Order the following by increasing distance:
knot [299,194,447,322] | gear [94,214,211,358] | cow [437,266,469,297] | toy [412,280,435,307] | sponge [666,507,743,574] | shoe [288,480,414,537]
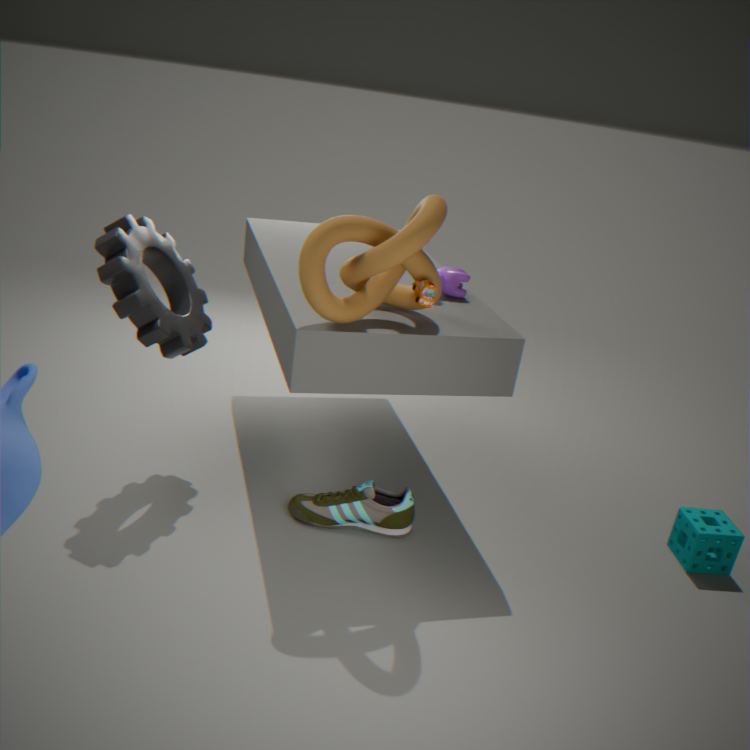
knot [299,194,447,322]
toy [412,280,435,307]
gear [94,214,211,358]
shoe [288,480,414,537]
sponge [666,507,743,574]
cow [437,266,469,297]
